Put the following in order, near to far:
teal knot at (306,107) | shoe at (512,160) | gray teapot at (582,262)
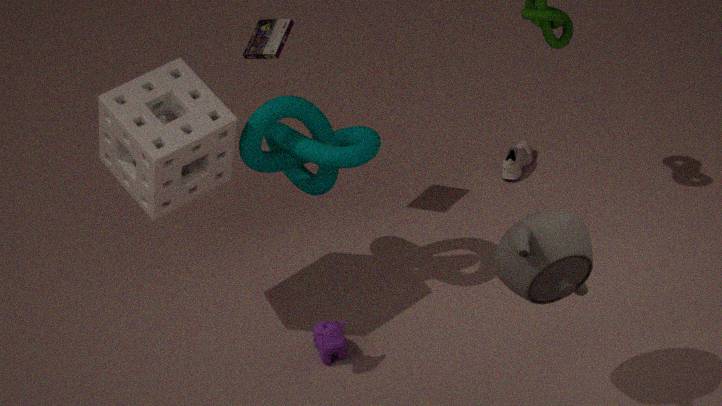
gray teapot at (582,262)
teal knot at (306,107)
shoe at (512,160)
